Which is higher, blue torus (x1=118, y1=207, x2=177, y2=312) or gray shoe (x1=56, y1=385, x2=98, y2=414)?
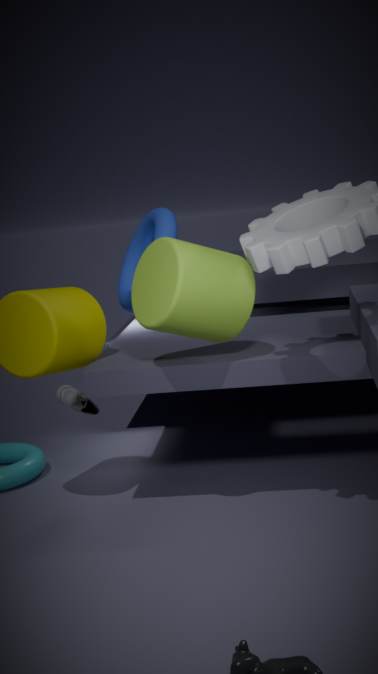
blue torus (x1=118, y1=207, x2=177, y2=312)
